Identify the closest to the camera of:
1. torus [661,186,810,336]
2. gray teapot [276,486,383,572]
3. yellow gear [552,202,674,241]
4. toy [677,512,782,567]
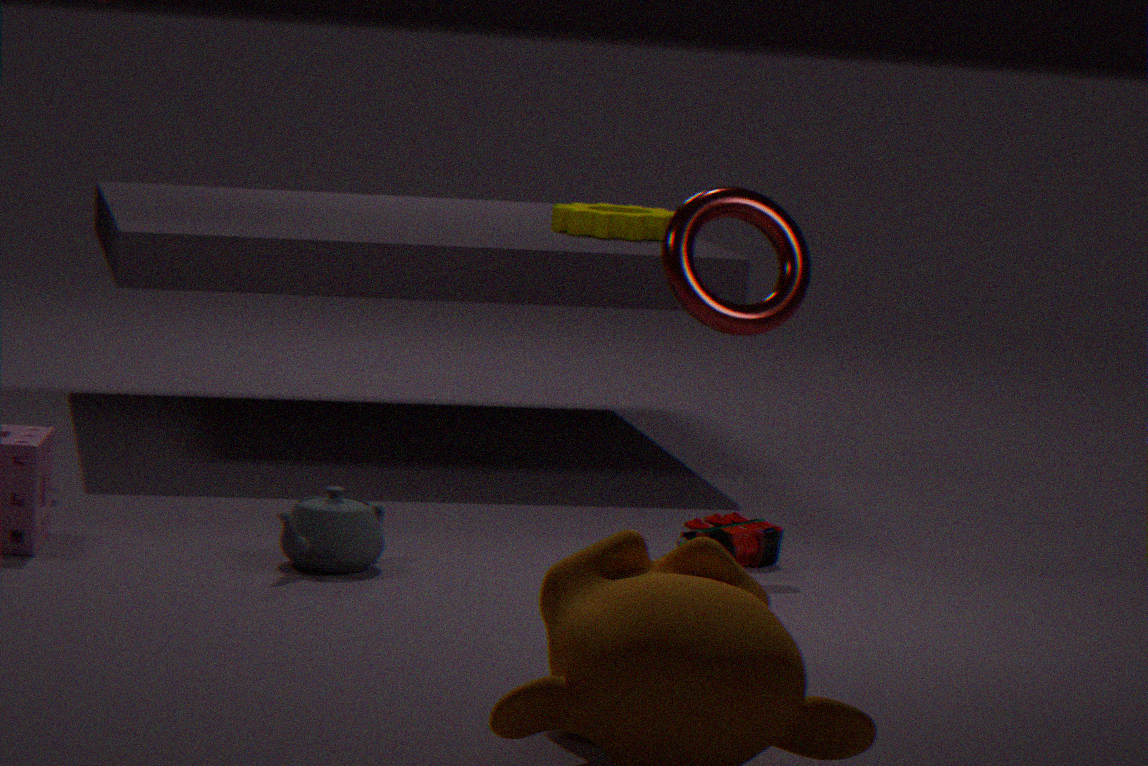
gray teapot [276,486,383,572]
